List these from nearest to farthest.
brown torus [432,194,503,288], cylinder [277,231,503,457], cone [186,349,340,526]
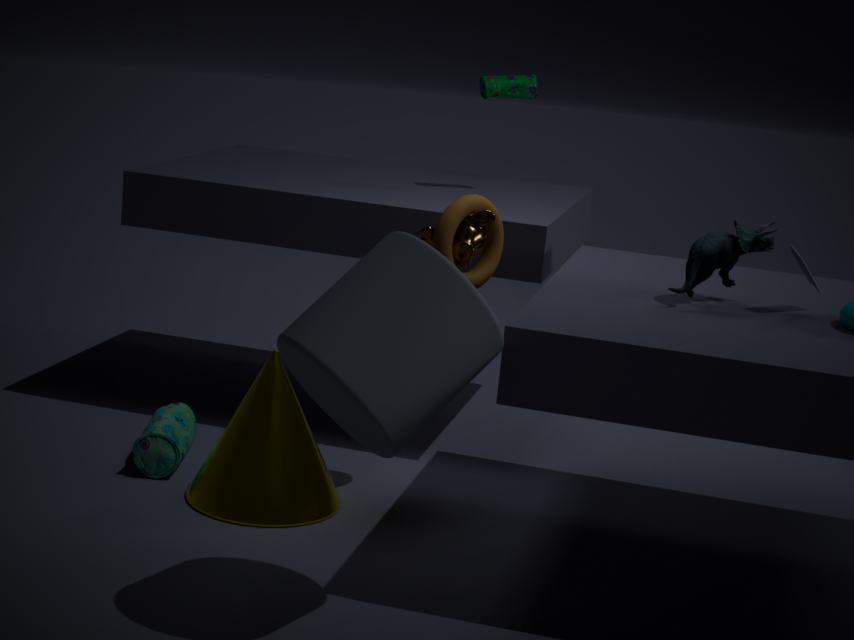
cylinder [277,231,503,457], brown torus [432,194,503,288], cone [186,349,340,526]
